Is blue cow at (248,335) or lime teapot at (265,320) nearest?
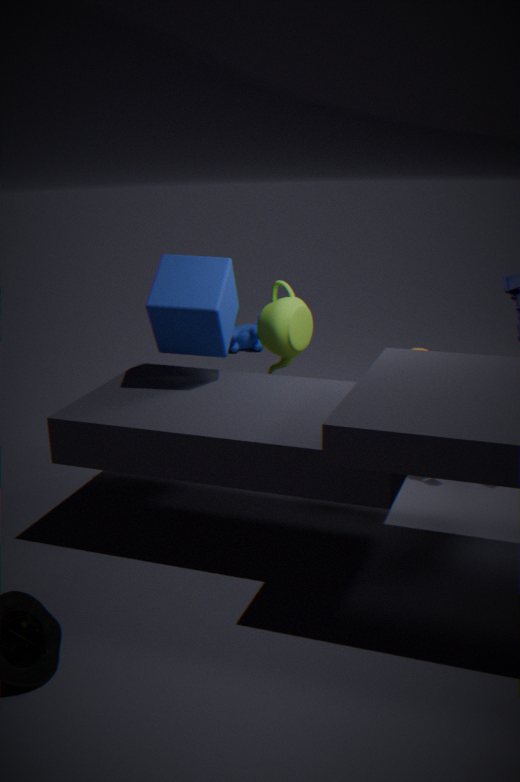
lime teapot at (265,320)
